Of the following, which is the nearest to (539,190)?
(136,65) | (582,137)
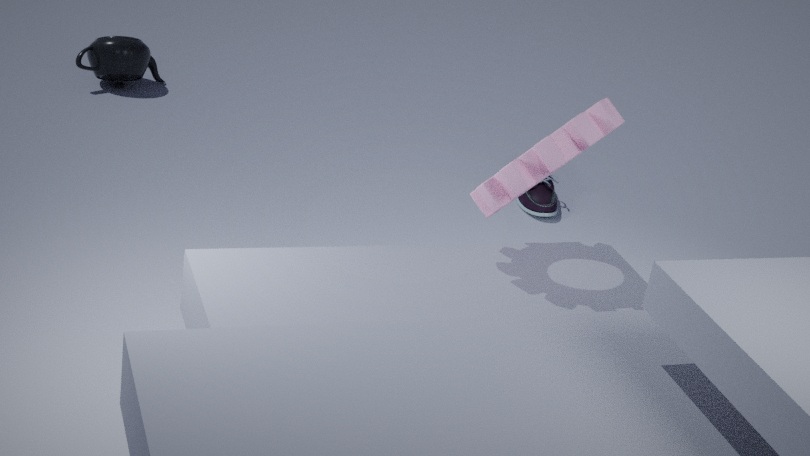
(582,137)
